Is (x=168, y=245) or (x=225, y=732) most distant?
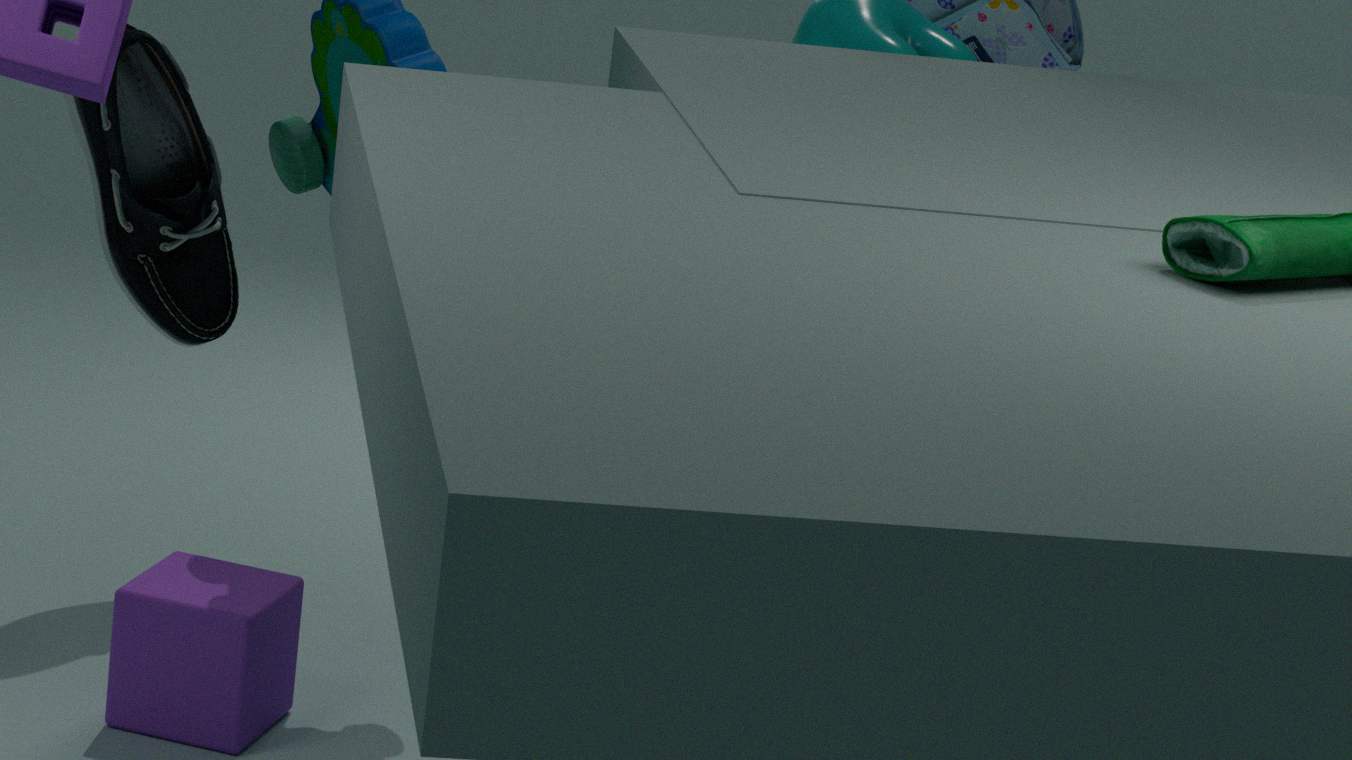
(x=168, y=245)
